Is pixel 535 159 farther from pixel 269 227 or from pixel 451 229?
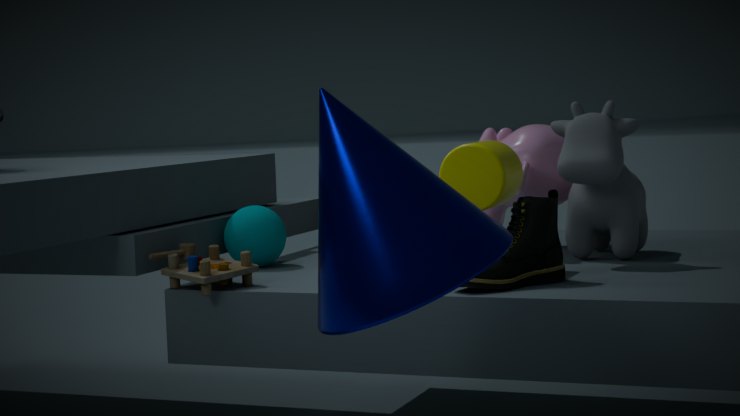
pixel 451 229
